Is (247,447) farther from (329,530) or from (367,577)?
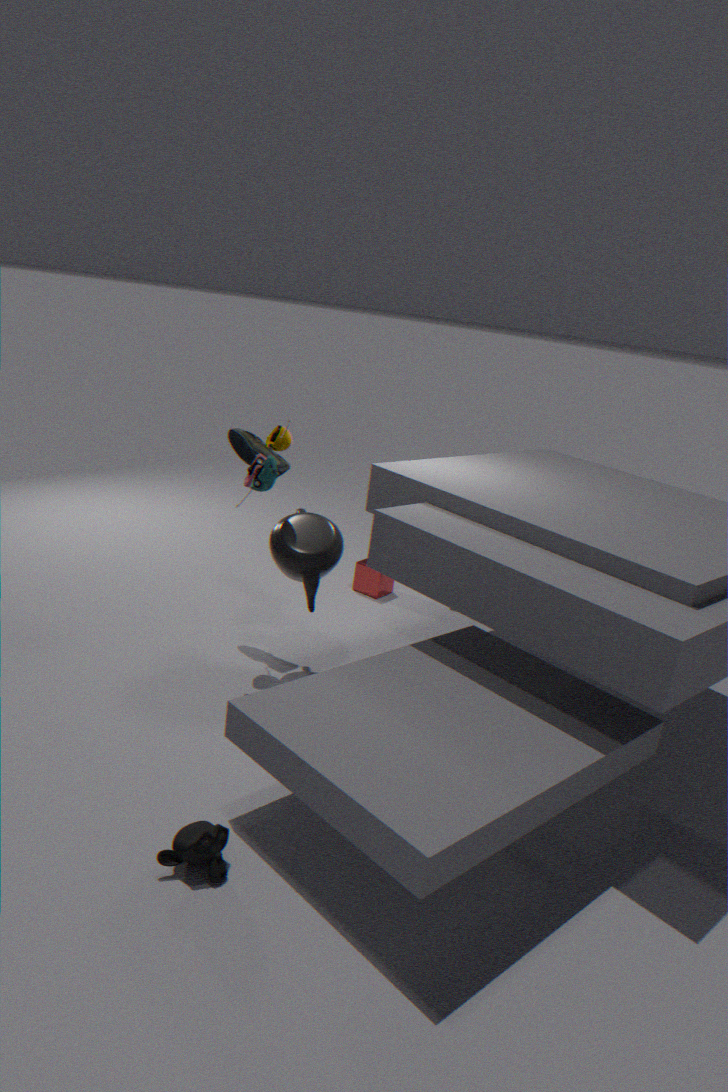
(367,577)
